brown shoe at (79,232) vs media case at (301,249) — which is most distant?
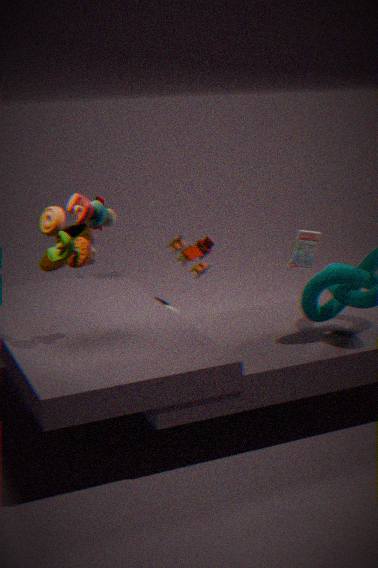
brown shoe at (79,232)
